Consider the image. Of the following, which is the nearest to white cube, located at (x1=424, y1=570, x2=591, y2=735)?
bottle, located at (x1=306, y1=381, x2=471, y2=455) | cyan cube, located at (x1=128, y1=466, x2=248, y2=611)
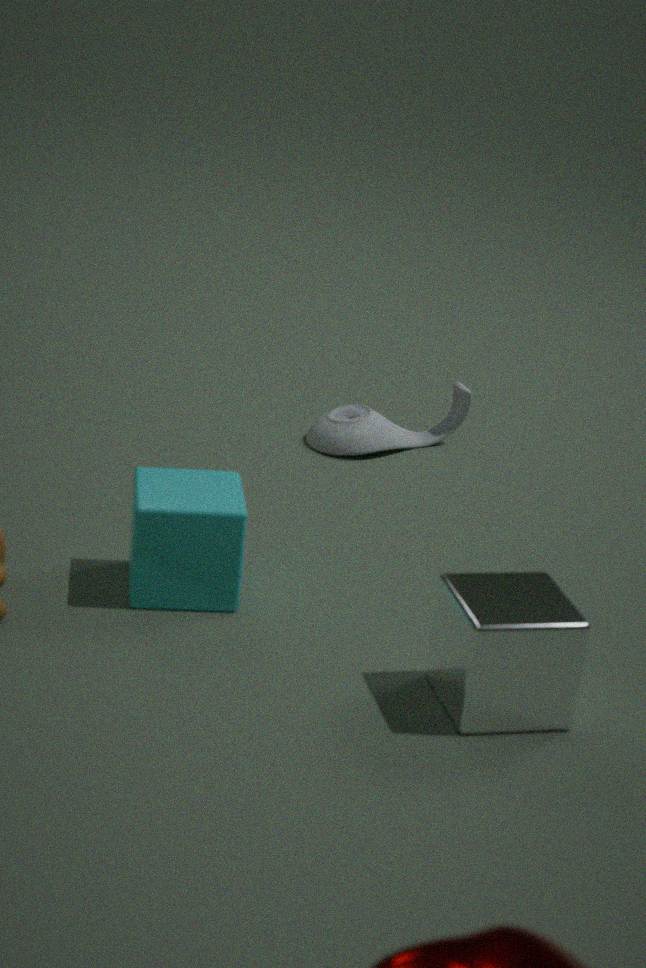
cyan cube, located at (x1=128, y1=466, x2=248, y2=611)
